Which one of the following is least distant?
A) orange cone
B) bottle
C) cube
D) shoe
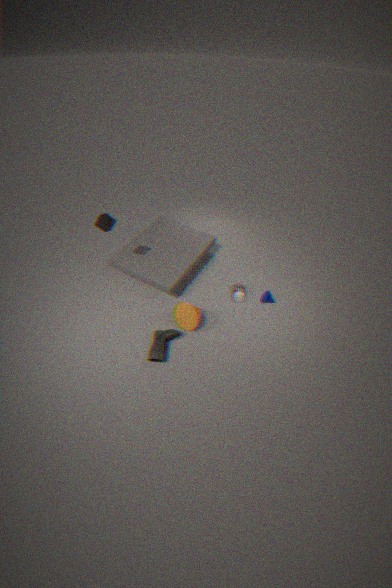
shoe
